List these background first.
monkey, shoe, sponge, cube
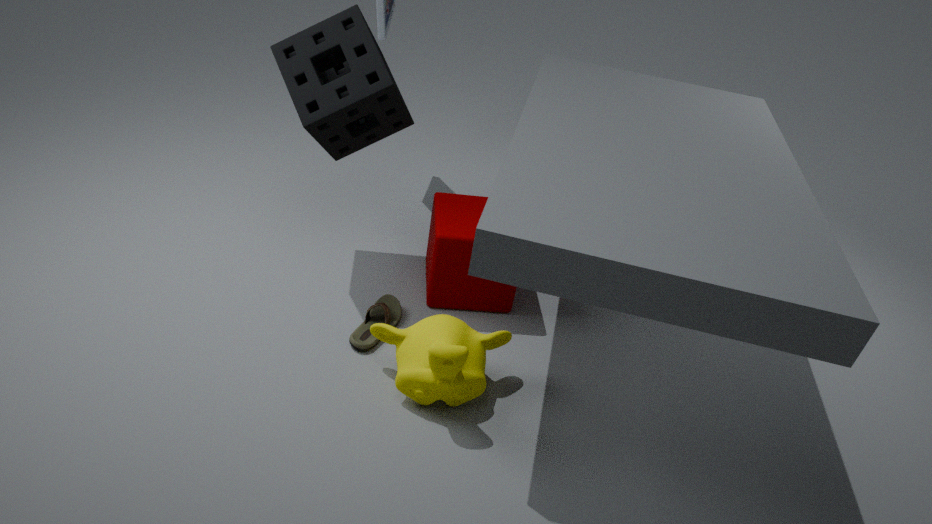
cube, shoe, sponge, monkey
